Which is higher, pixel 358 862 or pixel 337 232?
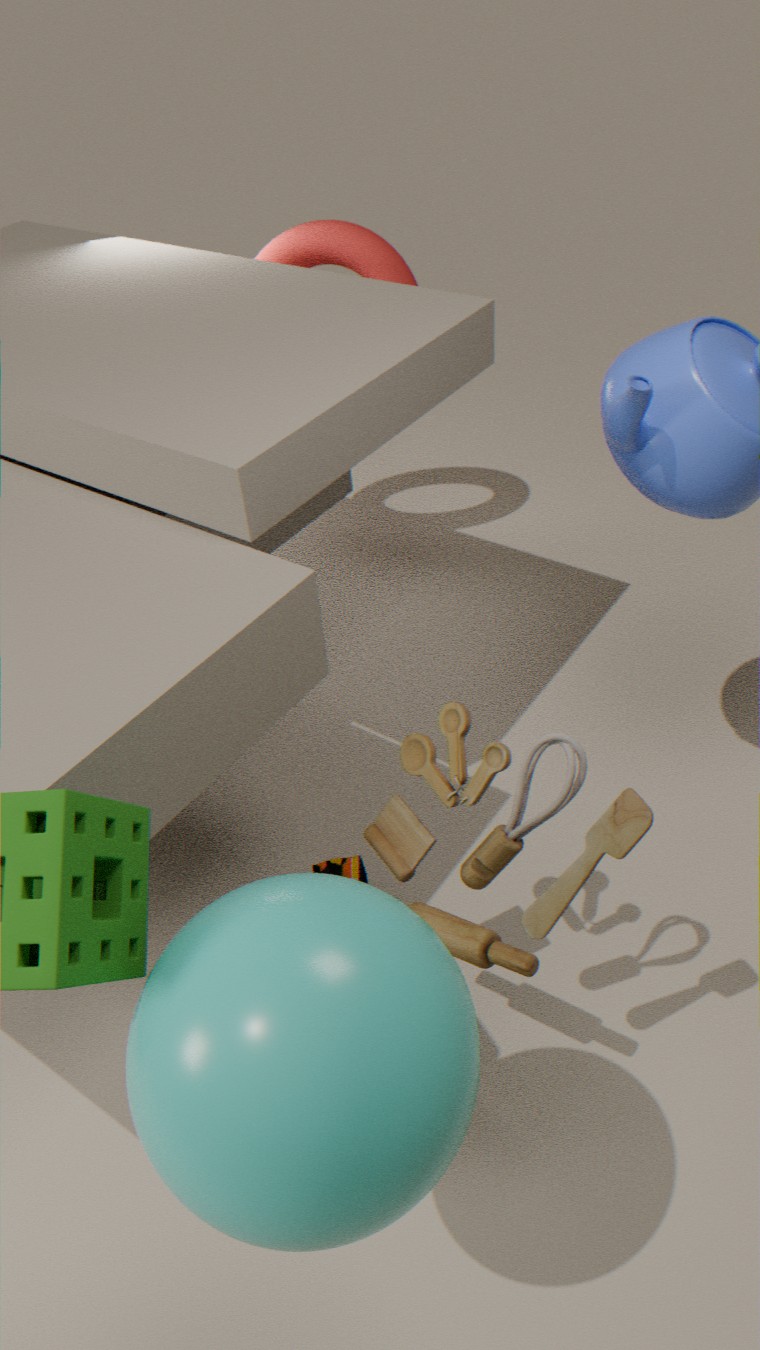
pixel 337 232
